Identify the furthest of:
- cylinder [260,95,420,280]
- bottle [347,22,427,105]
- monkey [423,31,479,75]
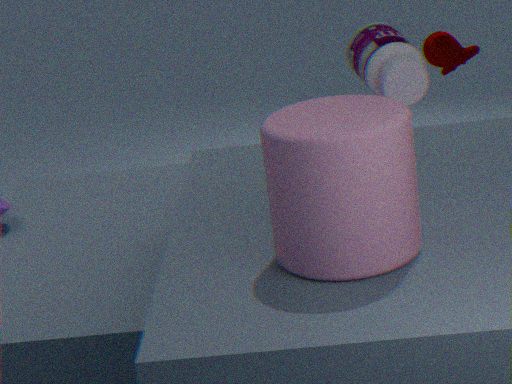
monkey [423,31,479,75]
